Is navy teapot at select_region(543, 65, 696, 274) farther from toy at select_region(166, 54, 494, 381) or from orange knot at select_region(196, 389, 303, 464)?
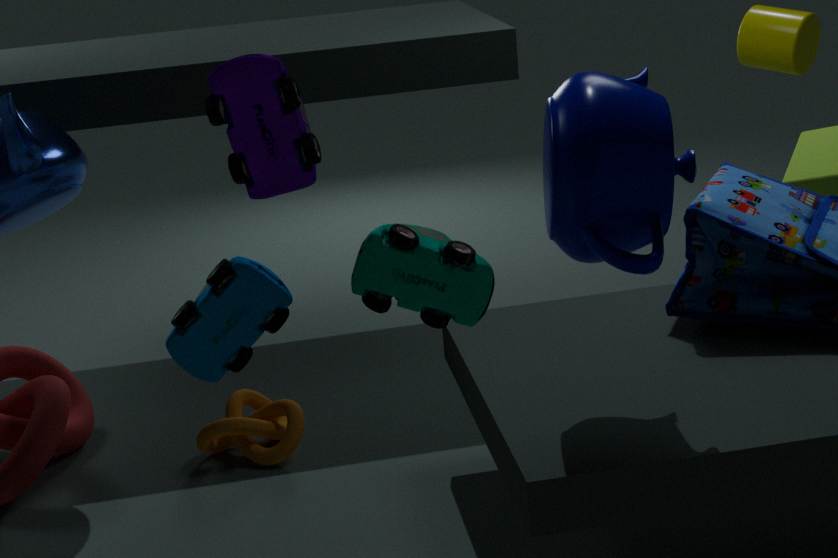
orange knot at select_region(196, 389, 303, 464)
